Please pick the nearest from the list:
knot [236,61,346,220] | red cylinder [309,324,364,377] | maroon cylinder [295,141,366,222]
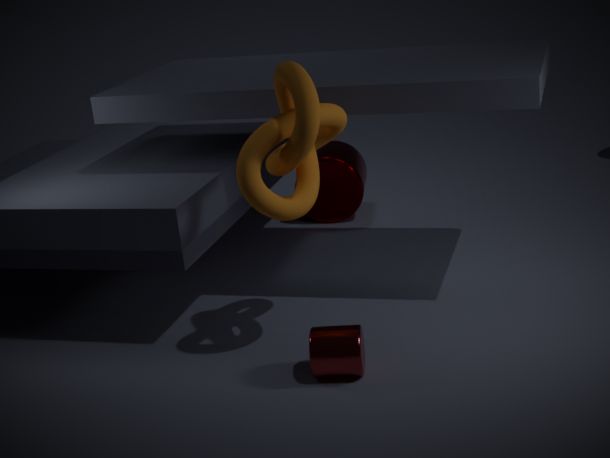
knot [236,61,346,220]
